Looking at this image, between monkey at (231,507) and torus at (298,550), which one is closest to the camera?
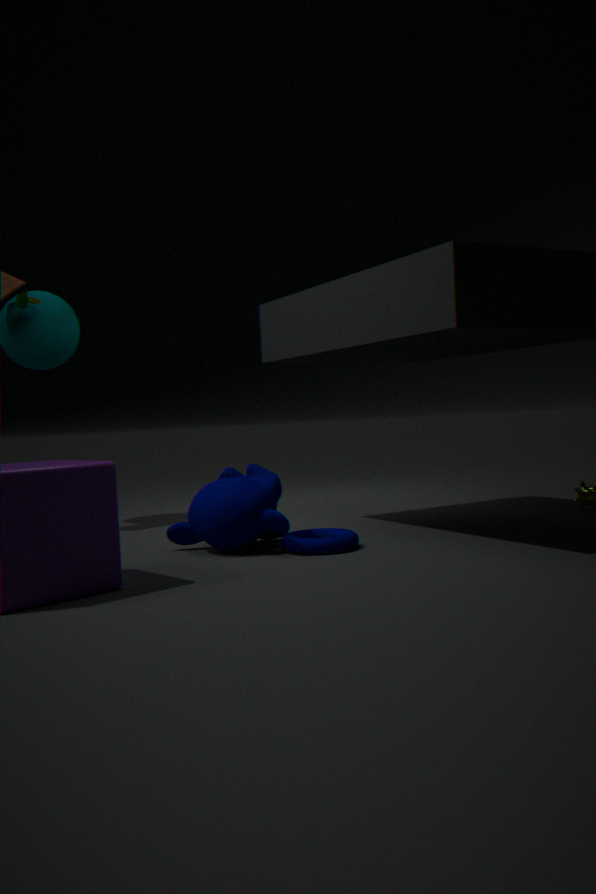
torus at (298,550)
